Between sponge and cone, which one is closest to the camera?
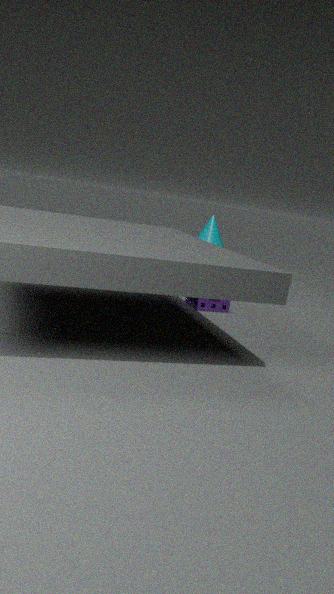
sponge
